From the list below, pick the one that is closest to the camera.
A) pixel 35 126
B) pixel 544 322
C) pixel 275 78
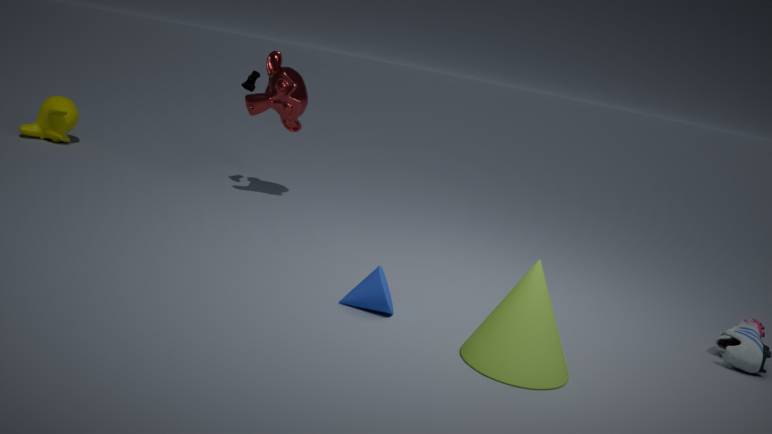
pixel 544 322
